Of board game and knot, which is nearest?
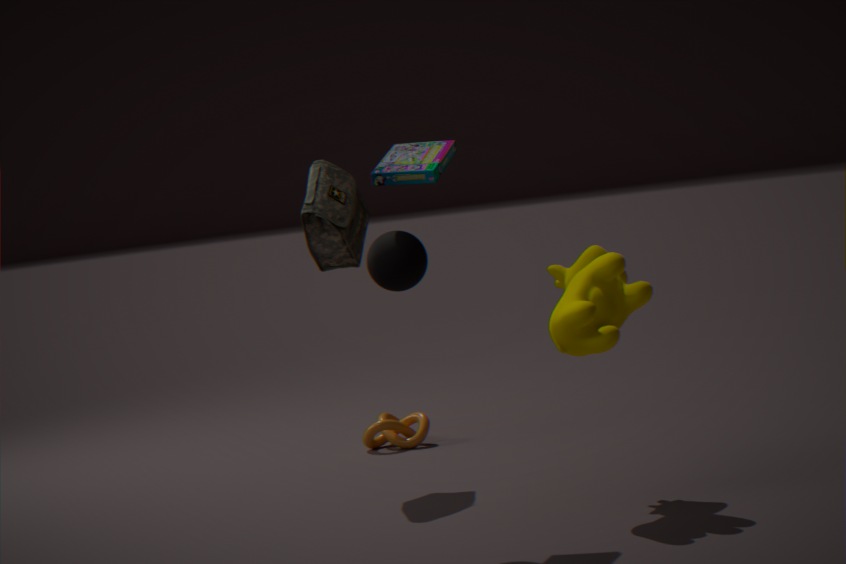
board game
